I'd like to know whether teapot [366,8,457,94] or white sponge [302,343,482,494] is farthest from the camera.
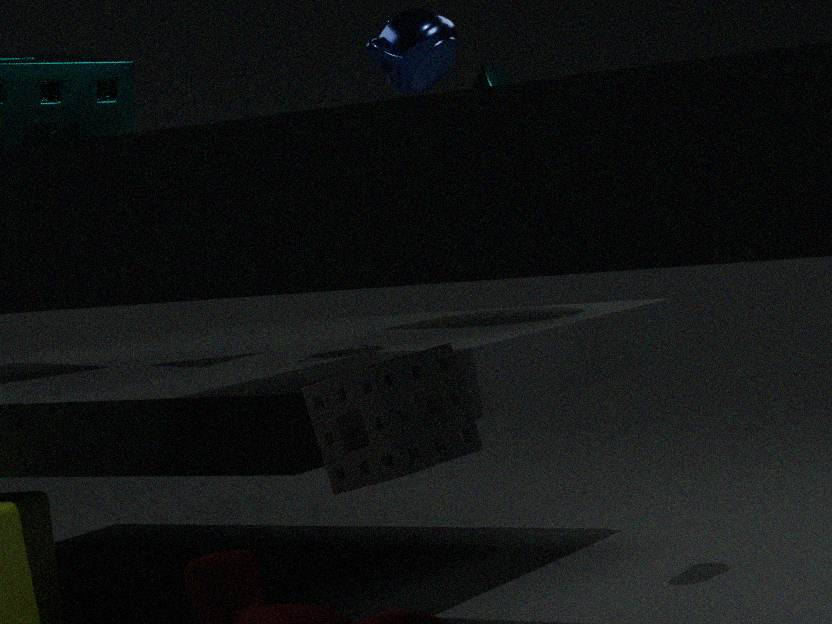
teapot [366,8,457,94]
